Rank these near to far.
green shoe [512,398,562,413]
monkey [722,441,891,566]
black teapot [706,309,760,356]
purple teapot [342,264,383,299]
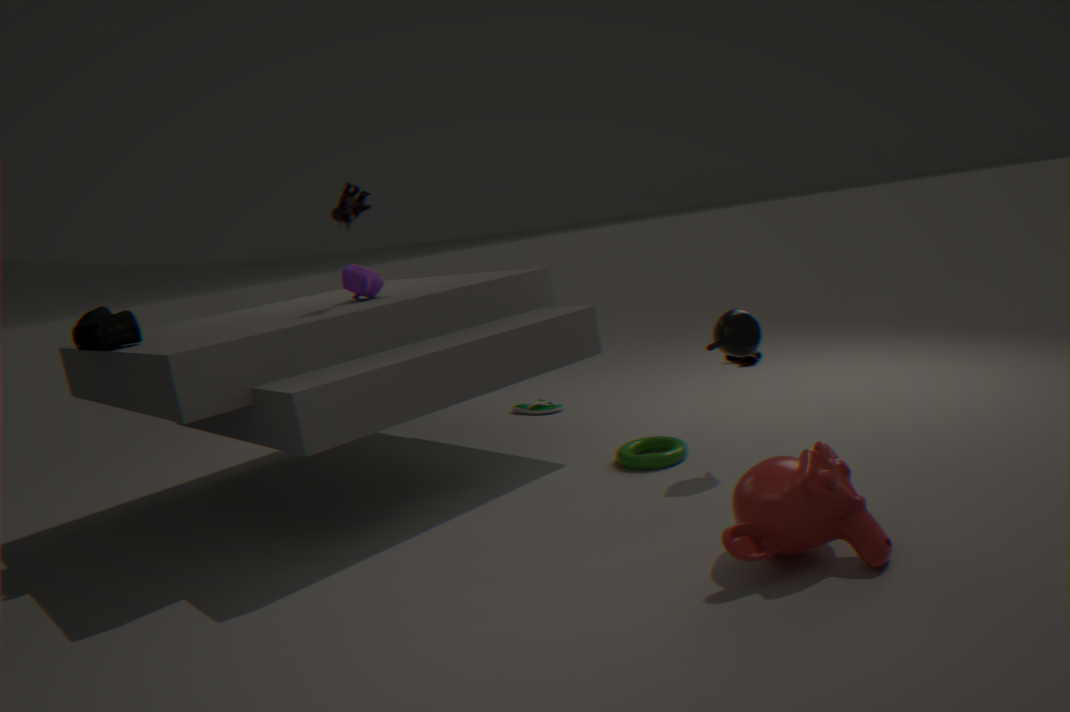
monkey [722,441,891,566] < black teapot [706,309,760,356] < purple teapot [342,264,383,299] < green shoe [512,398,562,413]
